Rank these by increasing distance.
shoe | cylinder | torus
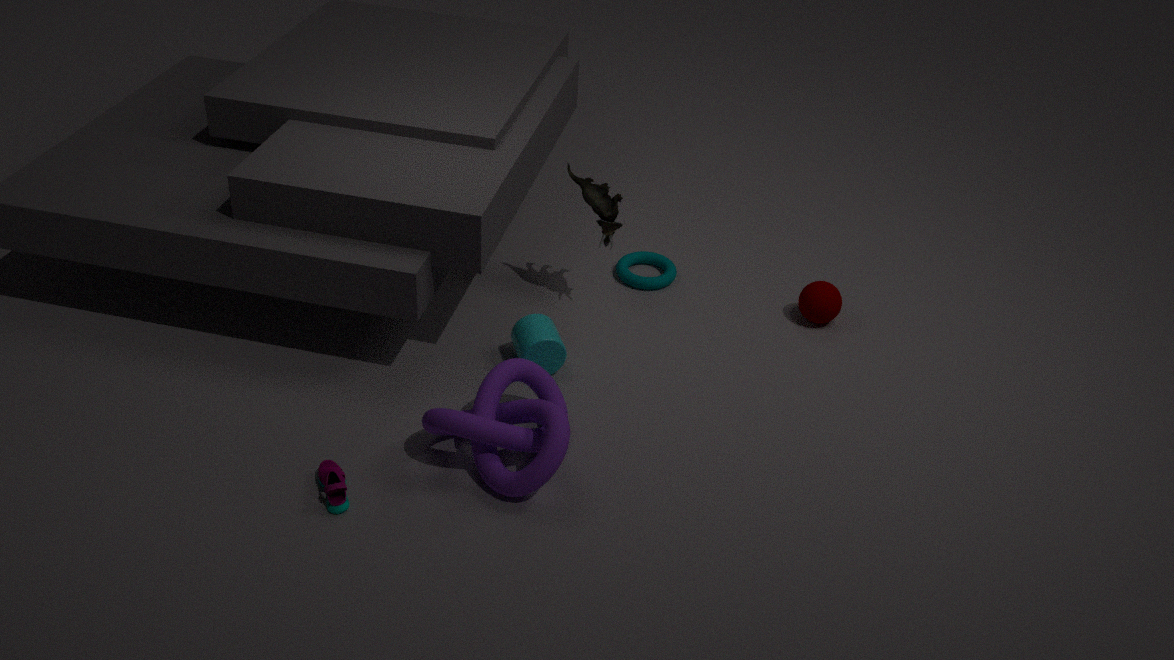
shoe, cylinder, torus
